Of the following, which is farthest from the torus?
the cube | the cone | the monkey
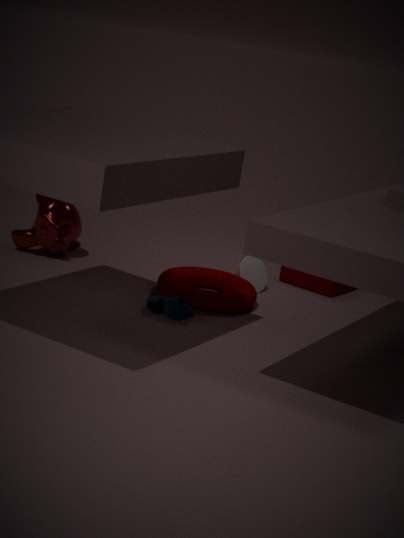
the monkey
